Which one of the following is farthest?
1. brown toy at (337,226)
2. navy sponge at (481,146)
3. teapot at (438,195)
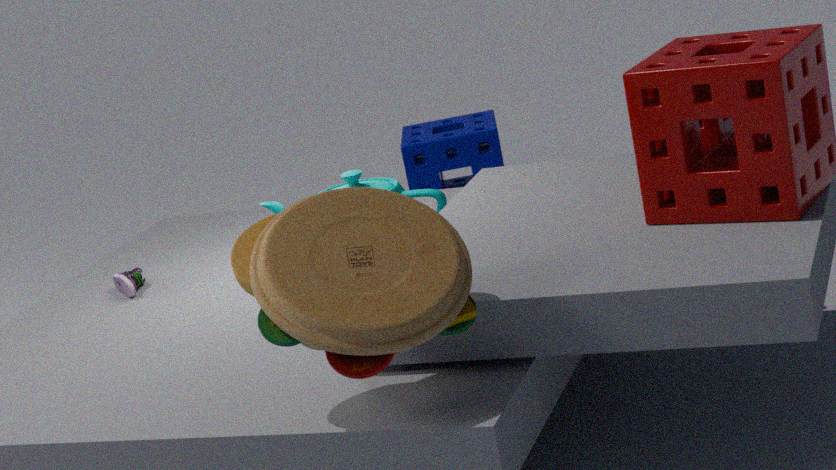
navy sponge at (481,146)
